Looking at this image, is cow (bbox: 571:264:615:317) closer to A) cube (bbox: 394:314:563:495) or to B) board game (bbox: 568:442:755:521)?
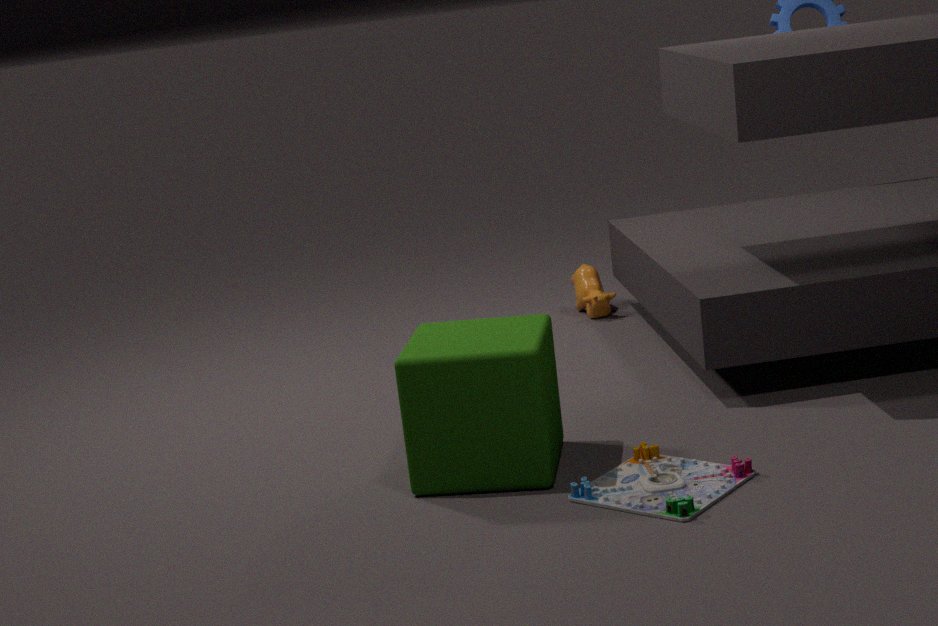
A) cube (bbox: 394:314:563:495)
